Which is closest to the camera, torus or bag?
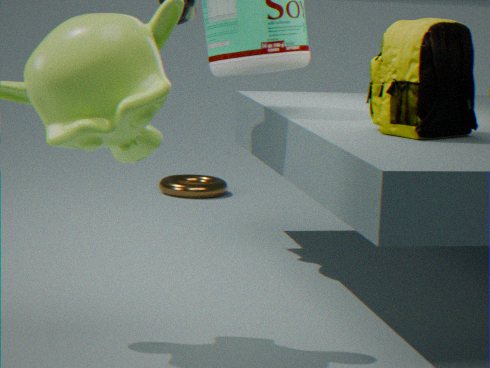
bag
